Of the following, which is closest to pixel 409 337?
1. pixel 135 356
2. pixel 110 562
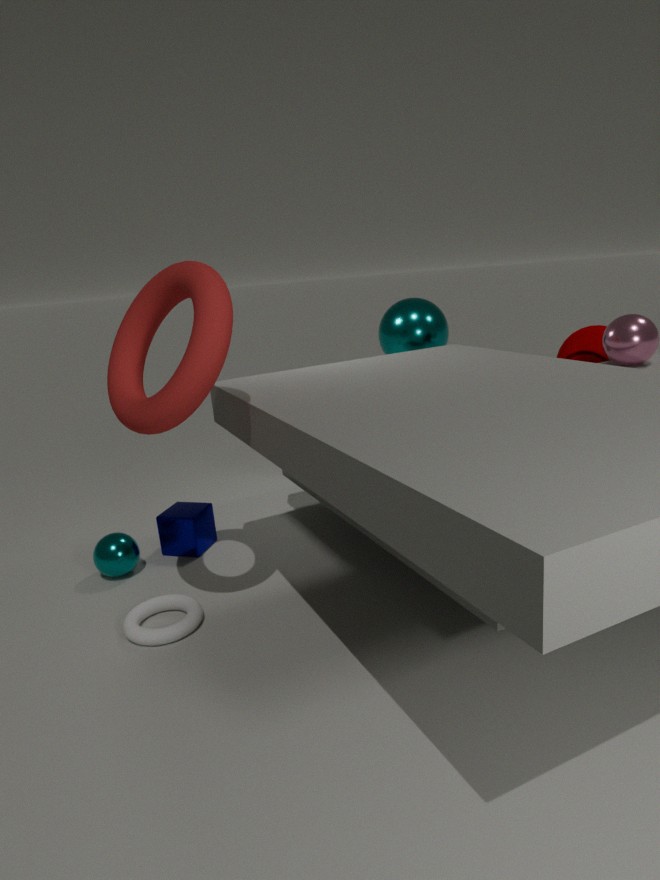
pixel 135 356
